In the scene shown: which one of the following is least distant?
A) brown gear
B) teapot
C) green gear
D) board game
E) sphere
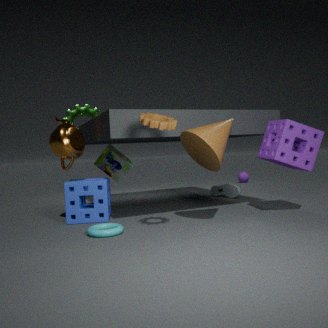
brown gear
